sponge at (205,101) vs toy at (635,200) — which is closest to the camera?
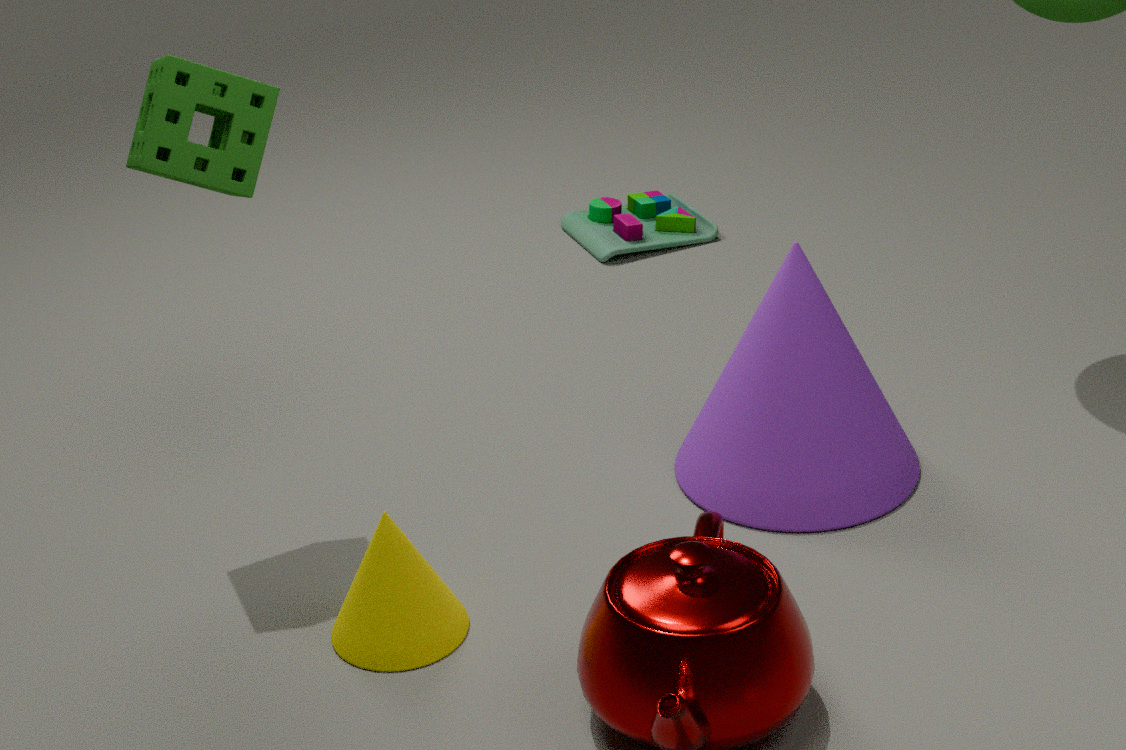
sponge at (205,101)
